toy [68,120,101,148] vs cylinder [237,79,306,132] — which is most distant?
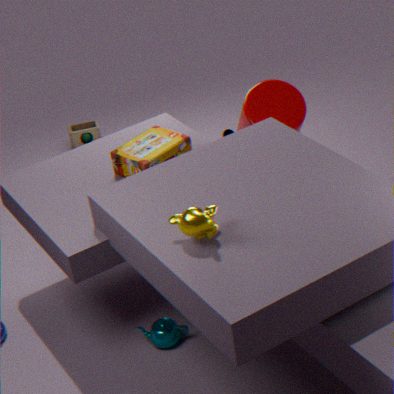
toy [68,120,101,148]
